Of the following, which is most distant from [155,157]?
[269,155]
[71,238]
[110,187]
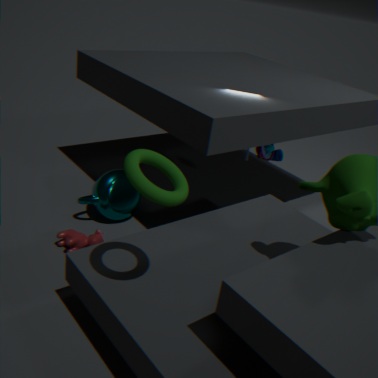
[269,155]
